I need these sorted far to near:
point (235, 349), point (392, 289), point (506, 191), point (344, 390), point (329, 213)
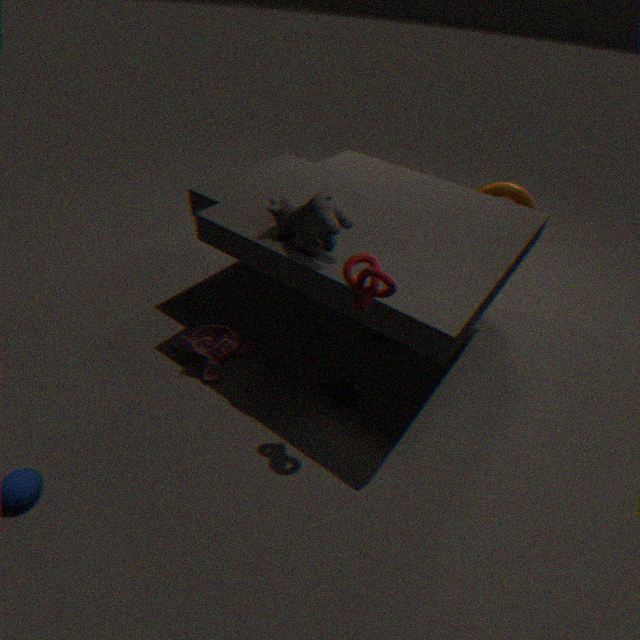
point (506, 191) → point (344, 390) → point (235, 349) → point (329, 213) → point (392, 289)
